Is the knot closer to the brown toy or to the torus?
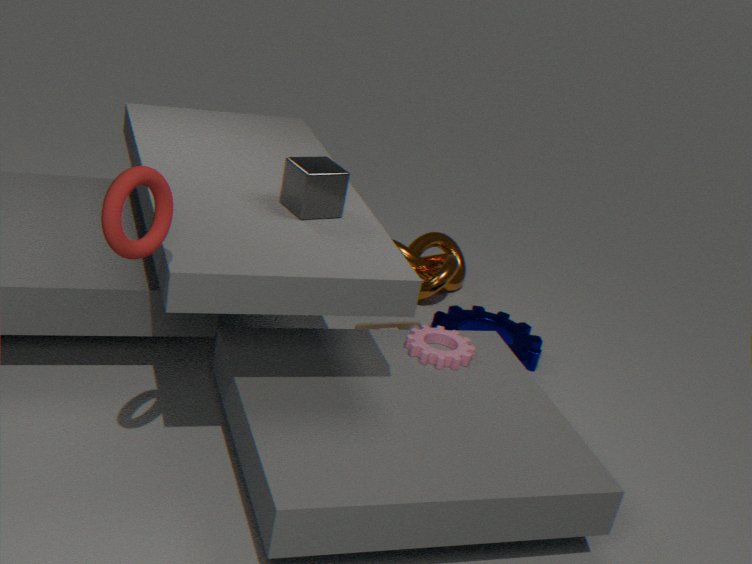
the brown toy
